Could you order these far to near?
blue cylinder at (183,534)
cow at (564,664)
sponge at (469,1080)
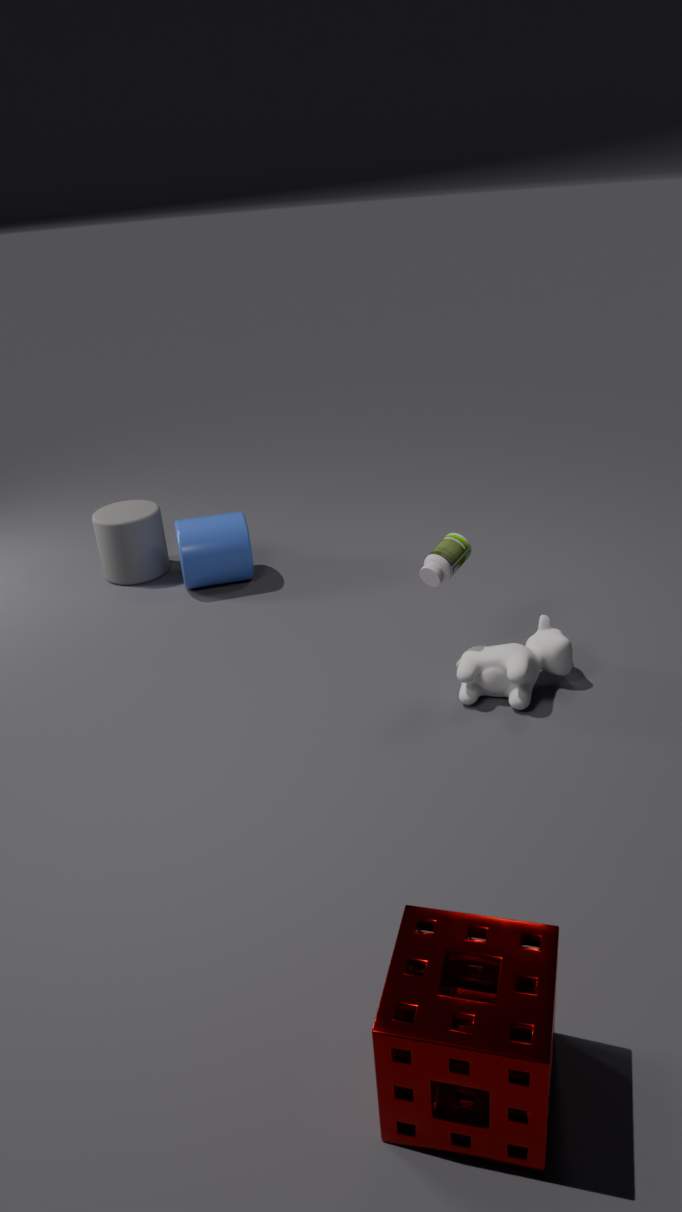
1. blue cylinder at (183,534)
2. cow at (564,664)
3. sponge at (469,1080)
